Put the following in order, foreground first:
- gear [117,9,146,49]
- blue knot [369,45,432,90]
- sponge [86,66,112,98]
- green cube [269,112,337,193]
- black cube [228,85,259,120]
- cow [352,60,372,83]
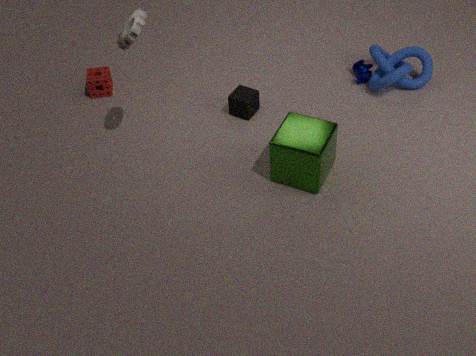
gear [117,9,146,49] → green cube [269,112,337,193] → black cube [228,85,259,120] → blue knot [369,45,432,90] → cow [352,60,372,83] → sponge [86,66,112,98]
